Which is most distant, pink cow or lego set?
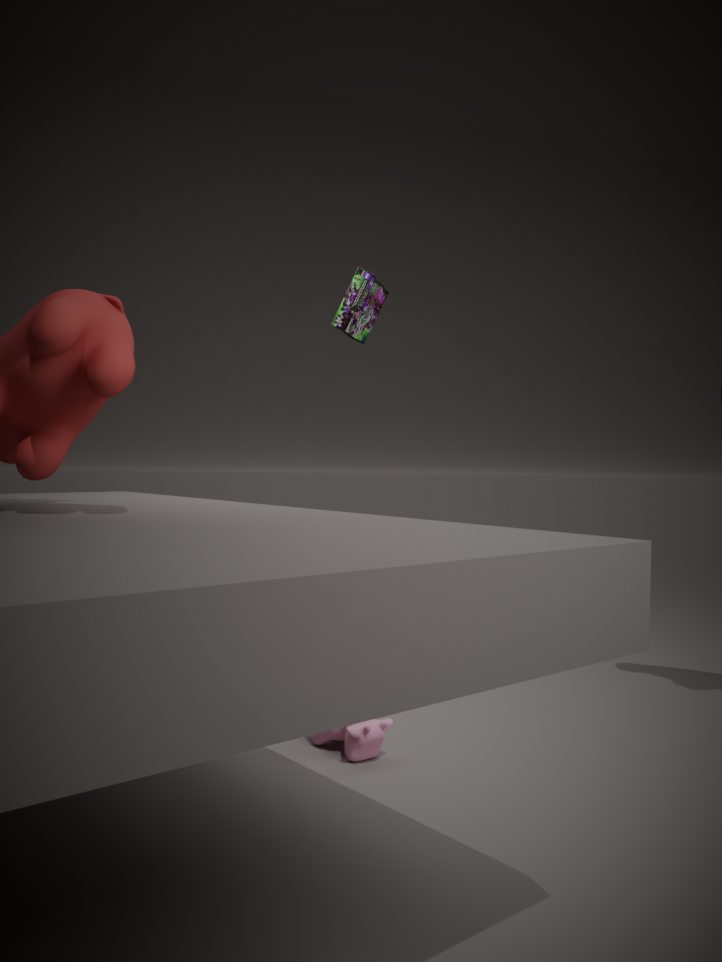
A: lego set
